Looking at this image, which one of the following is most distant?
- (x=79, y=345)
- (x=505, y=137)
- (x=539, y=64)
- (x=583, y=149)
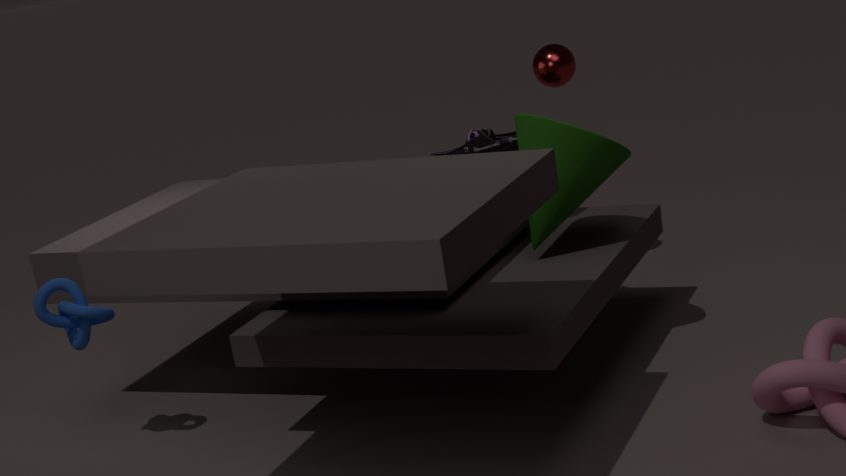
(x=539, y=64)
